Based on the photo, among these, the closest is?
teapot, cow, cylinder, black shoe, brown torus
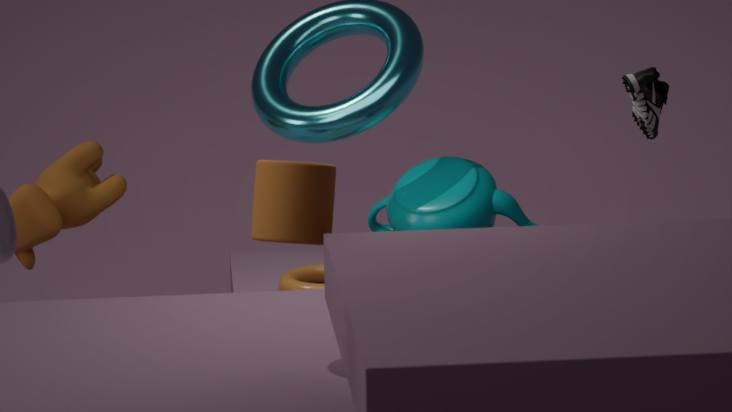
cylinder
